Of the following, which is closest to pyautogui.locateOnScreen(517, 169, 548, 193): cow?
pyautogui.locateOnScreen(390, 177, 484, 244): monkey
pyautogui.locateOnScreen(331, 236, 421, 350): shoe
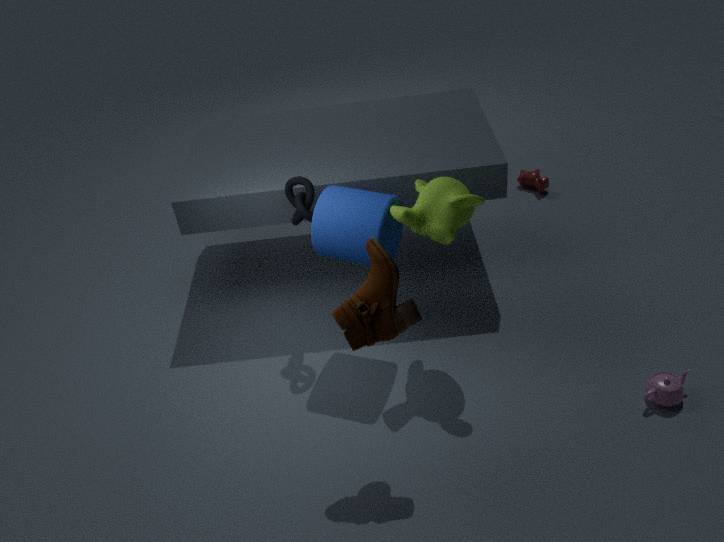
pyautogui.locateOnScreen(390, 177, 484, 244): monkey
